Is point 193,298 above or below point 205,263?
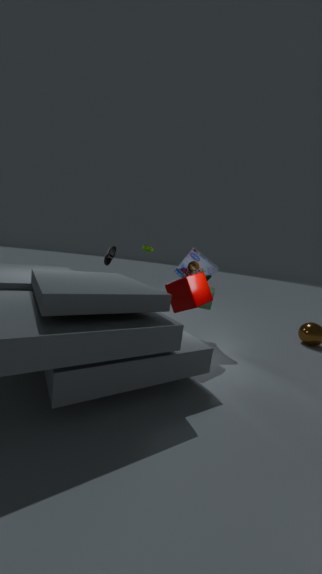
below
